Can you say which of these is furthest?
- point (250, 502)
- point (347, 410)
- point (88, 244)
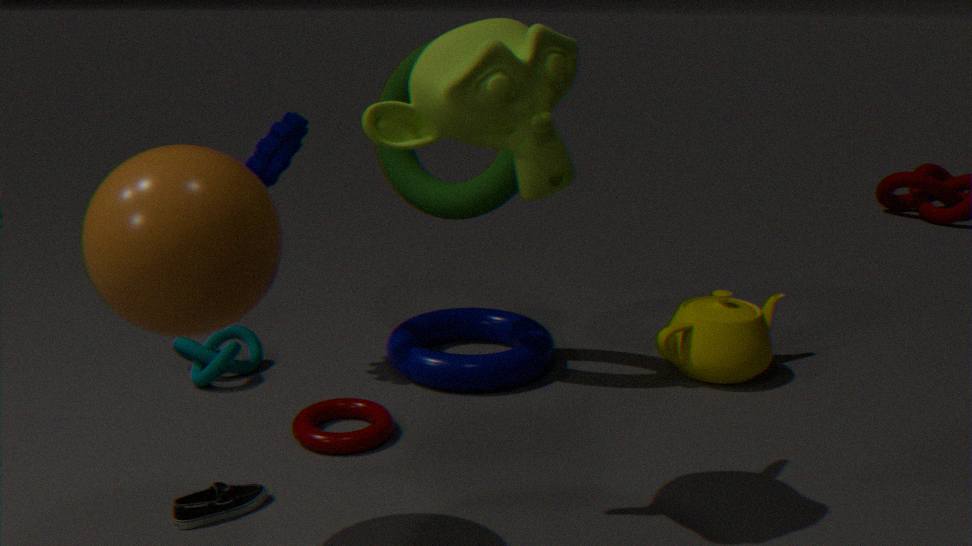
point (347, 410)
